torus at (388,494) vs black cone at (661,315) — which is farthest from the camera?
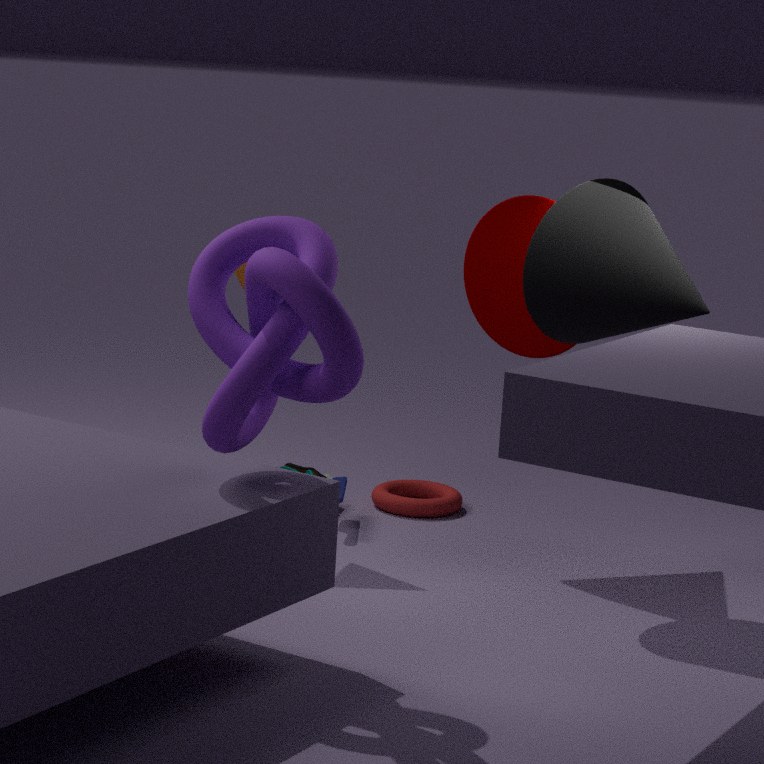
torus at (388,494)
